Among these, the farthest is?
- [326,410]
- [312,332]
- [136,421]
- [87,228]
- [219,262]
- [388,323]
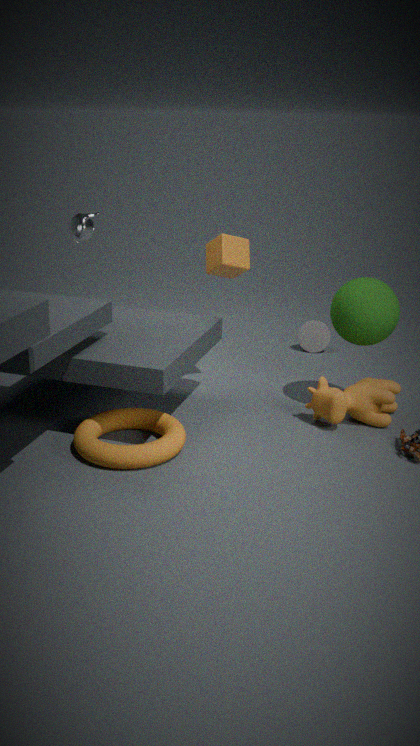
[312,332]
